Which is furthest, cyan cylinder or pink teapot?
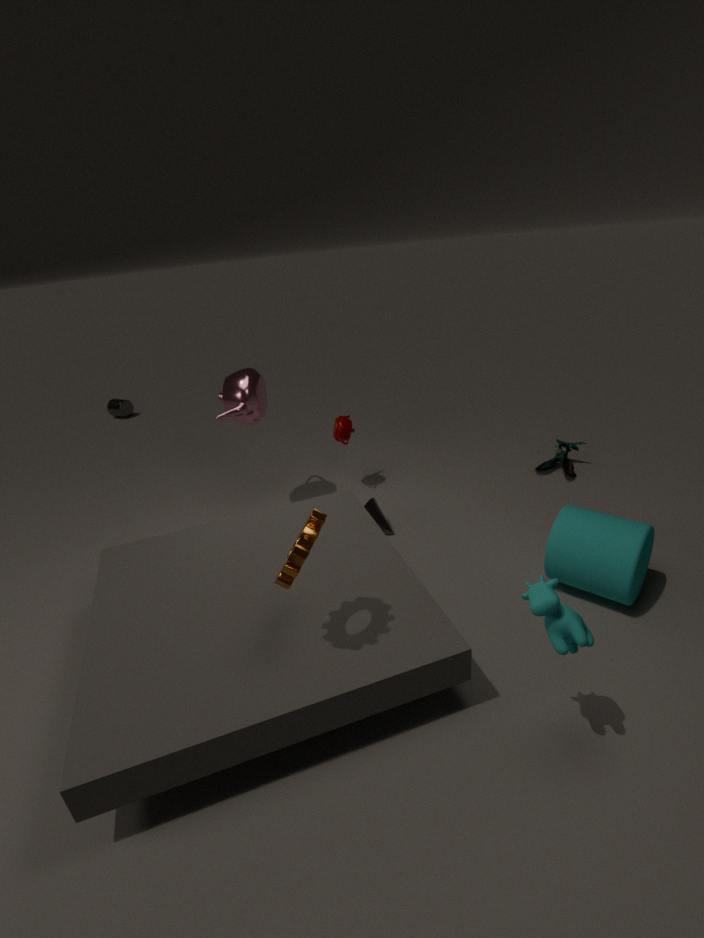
pink teapot
